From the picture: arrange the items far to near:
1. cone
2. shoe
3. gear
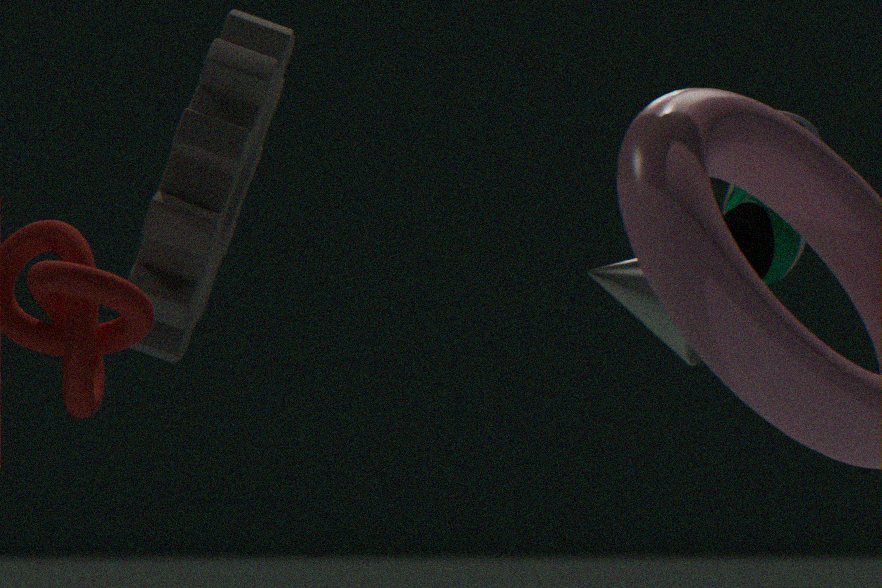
cone < shoe < gear
